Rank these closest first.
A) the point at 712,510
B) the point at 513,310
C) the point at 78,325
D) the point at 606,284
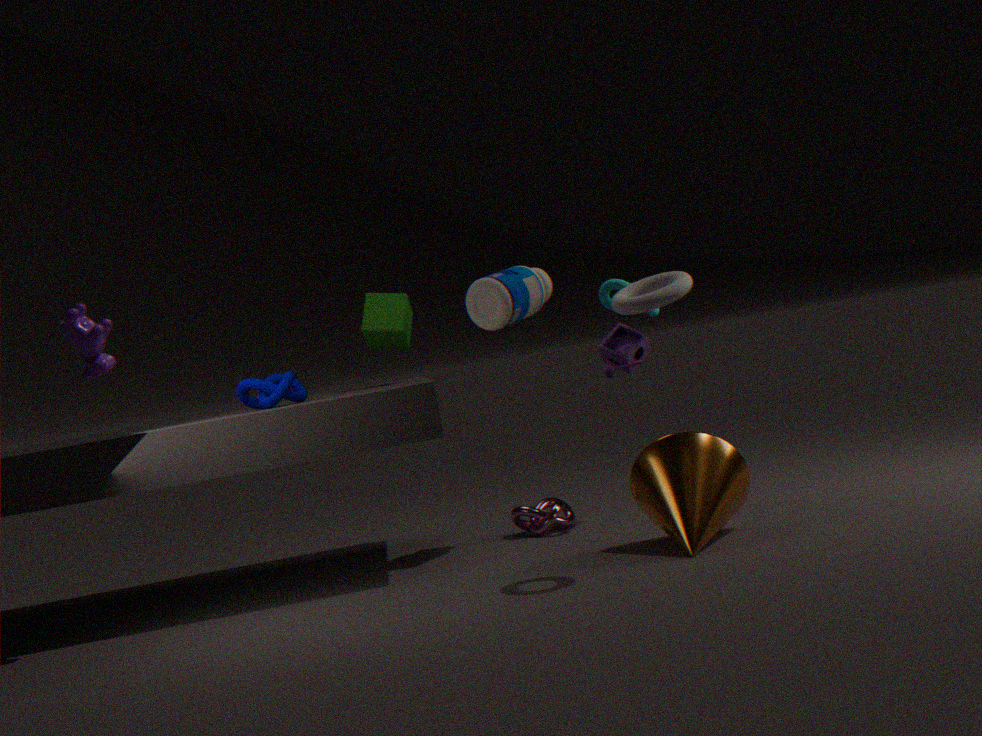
the point at 78,325
the point at 712,510
the point at 513,310
the point at 606,284
